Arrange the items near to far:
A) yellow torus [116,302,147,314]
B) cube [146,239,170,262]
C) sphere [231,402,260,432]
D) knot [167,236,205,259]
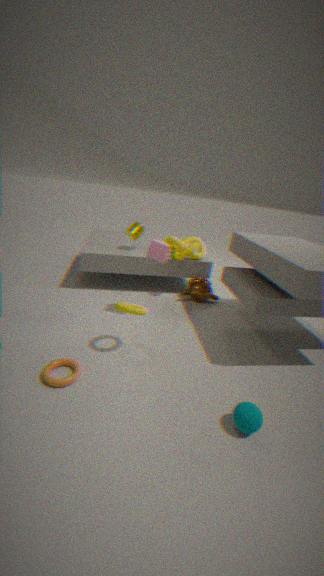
1. sphere [231,402,260,432]
2. yellow torus [116,302,147,314]
3. cube [146,239,170,262]
4. knot [167,236,205,259]
